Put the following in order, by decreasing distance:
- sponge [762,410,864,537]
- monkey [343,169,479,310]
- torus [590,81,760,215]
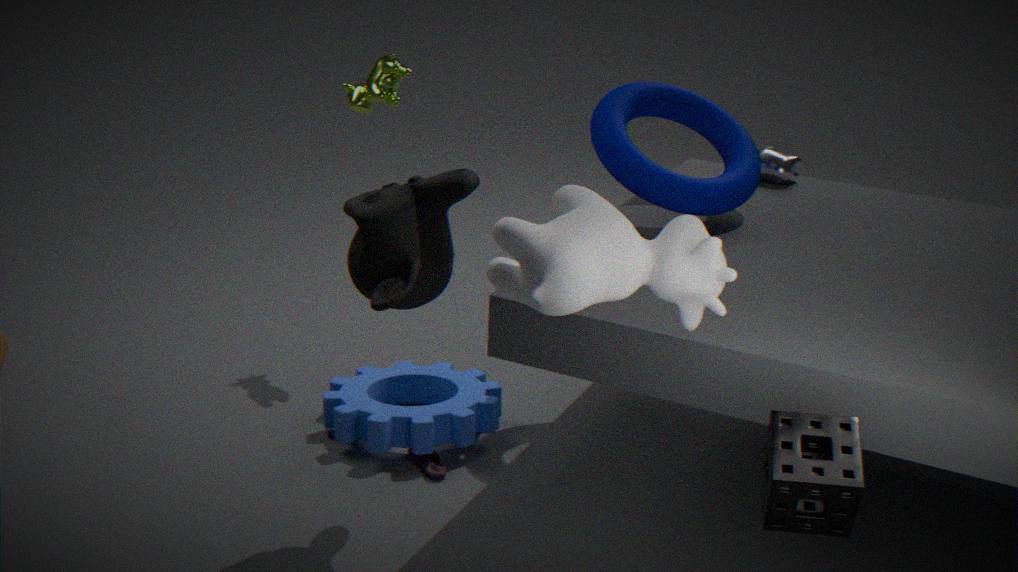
torus [590,81,760,215] < monkey [343,169,479,310] < sponge [762,410,864,537]
